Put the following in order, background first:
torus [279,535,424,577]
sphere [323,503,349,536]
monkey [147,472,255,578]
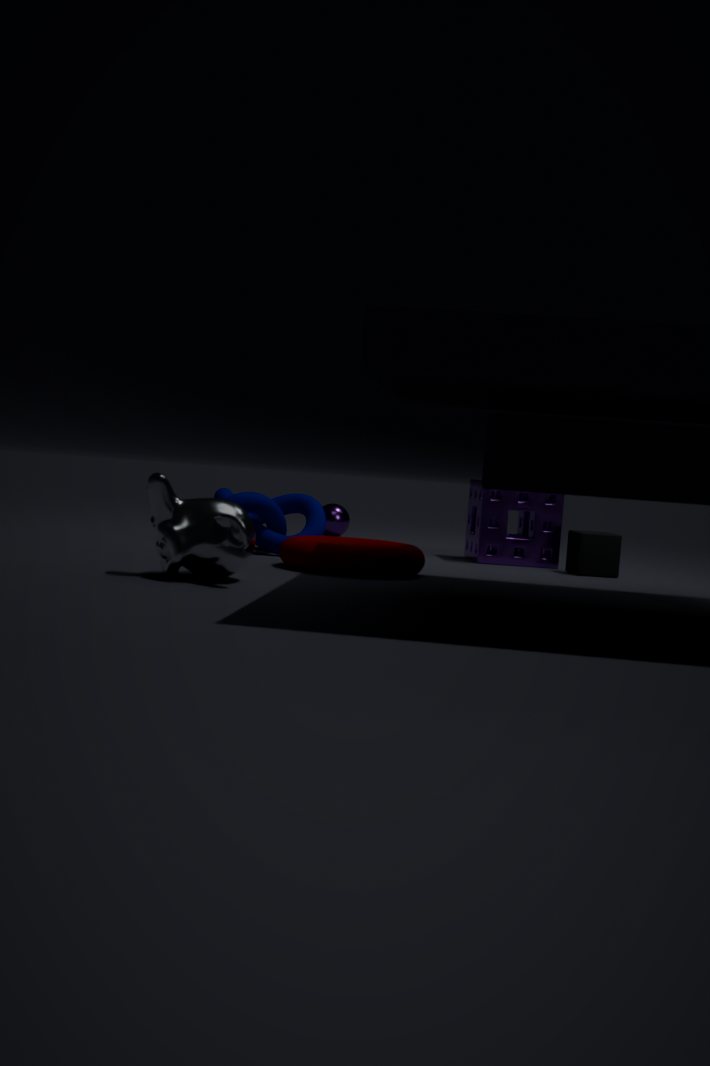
1. sphere [323,503,349,536]
2. torus [279,535,424,577]
3. monkey [147,472,255,578]
